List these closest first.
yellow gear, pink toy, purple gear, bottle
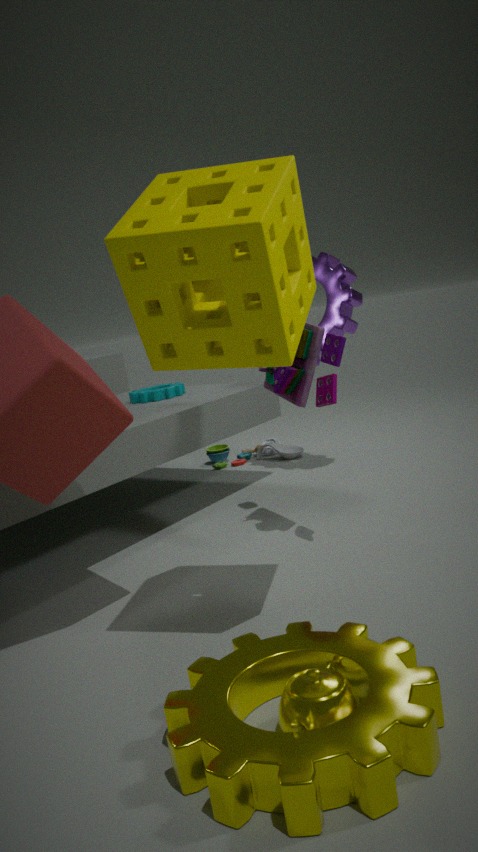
yellow gear, pink toy, purple gear, bottle
